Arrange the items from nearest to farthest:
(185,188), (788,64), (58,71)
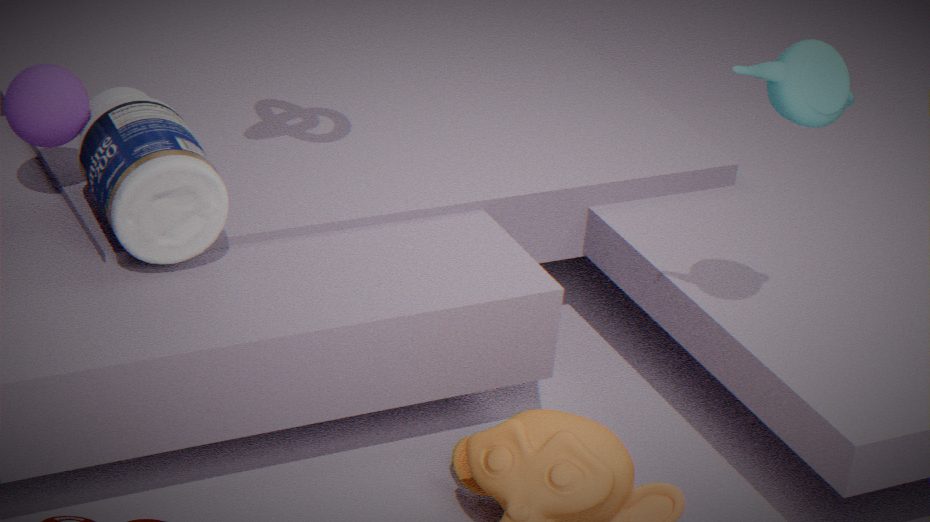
(788,64), (185,188), (58,71)
